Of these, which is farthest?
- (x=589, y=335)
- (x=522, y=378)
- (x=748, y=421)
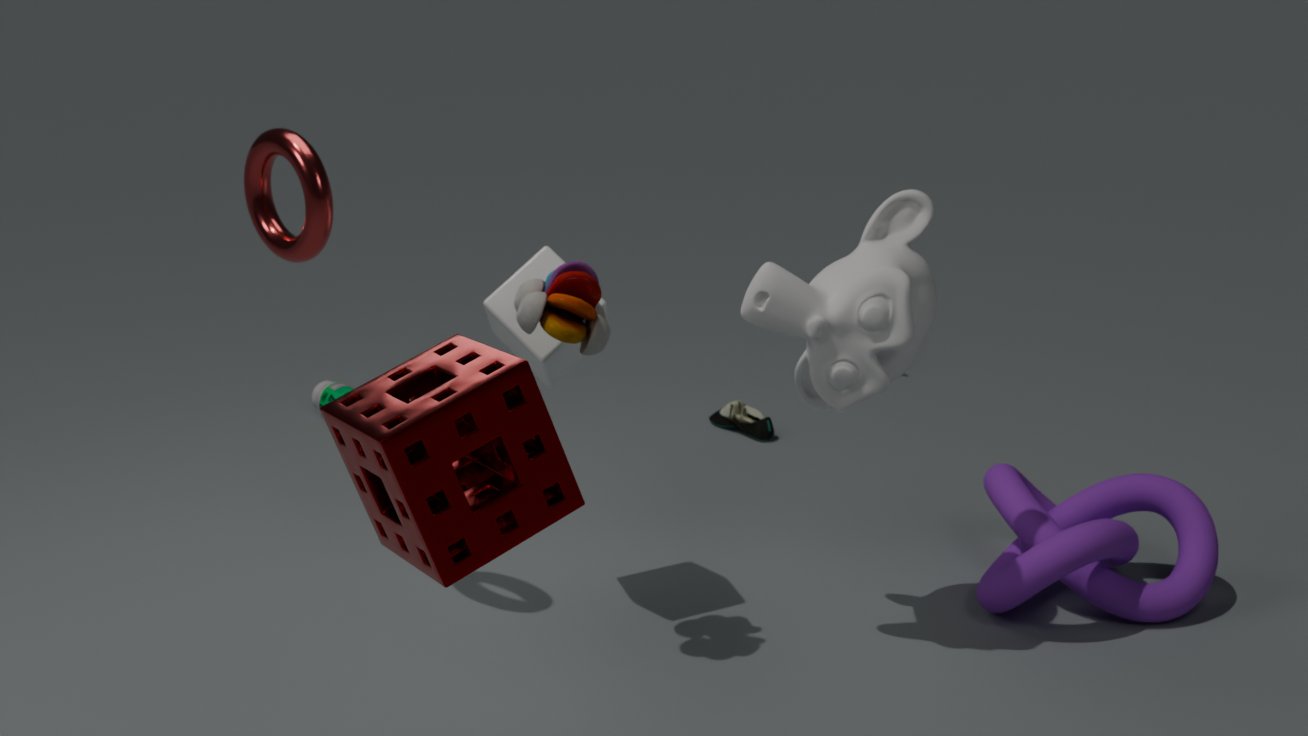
(x=748, y=421)
